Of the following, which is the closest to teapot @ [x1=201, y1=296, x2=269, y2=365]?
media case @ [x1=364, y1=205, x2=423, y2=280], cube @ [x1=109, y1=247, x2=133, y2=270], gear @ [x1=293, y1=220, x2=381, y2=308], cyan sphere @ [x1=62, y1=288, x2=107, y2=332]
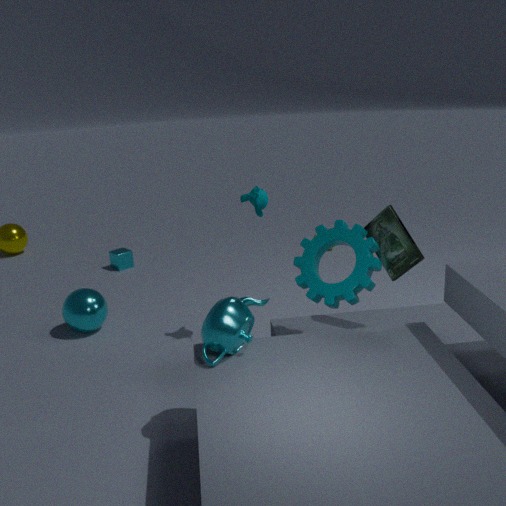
gear @ [x1=293, y1=220, x2=381, y2=308]
